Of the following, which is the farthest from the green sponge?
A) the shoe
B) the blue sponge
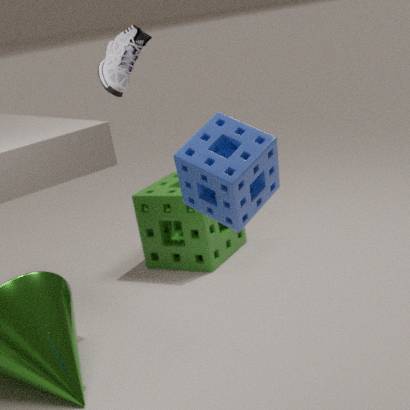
the blue sponge
